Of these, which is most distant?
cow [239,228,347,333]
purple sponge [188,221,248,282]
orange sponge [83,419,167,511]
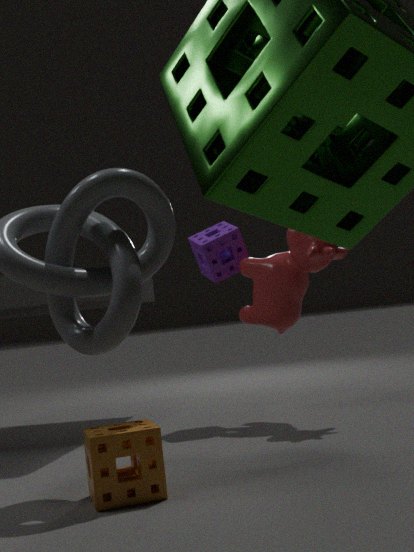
purple sponge [188,221,248,282]
